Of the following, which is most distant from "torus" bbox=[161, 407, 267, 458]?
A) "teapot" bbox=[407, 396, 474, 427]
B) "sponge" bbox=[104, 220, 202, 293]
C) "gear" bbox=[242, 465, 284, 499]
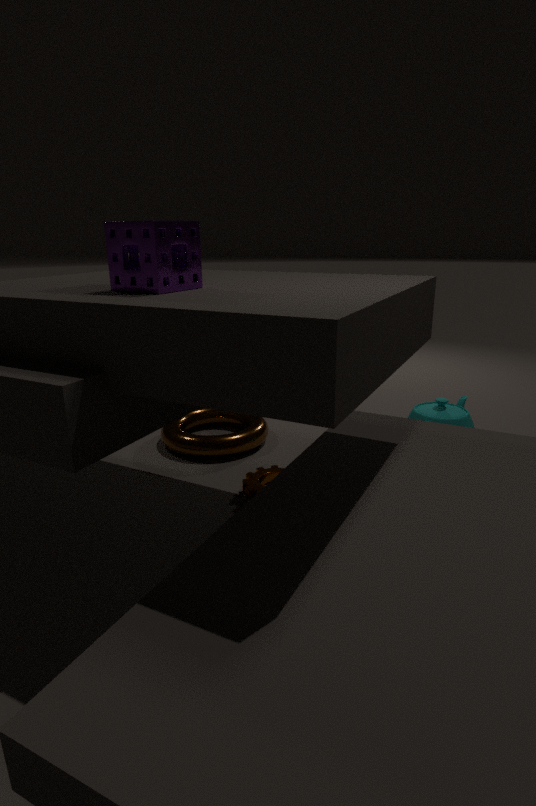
"sponge" bbox=[104, 220, 202, 293]
